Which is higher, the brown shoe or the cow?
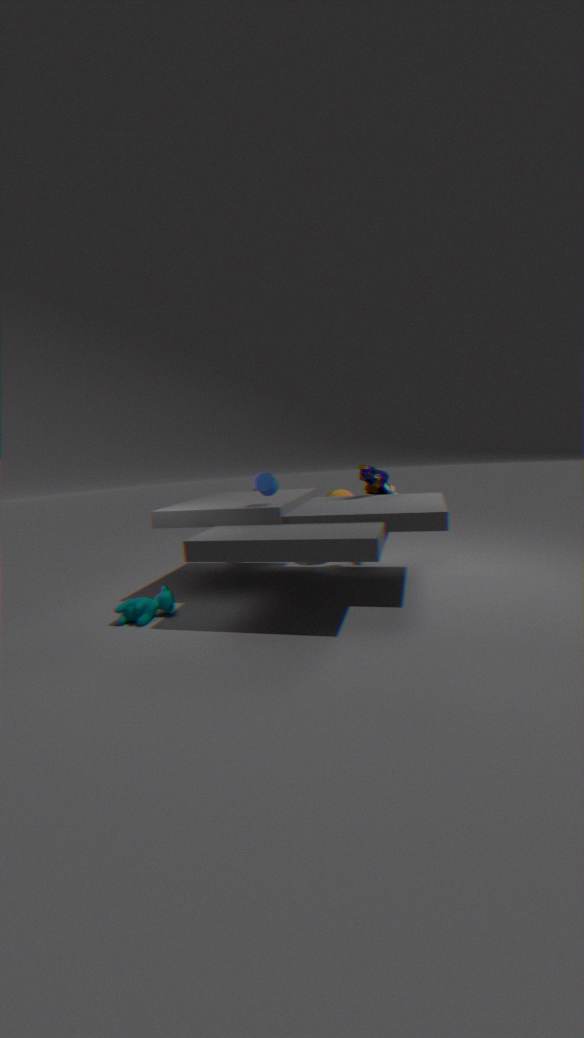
the brown shoe
